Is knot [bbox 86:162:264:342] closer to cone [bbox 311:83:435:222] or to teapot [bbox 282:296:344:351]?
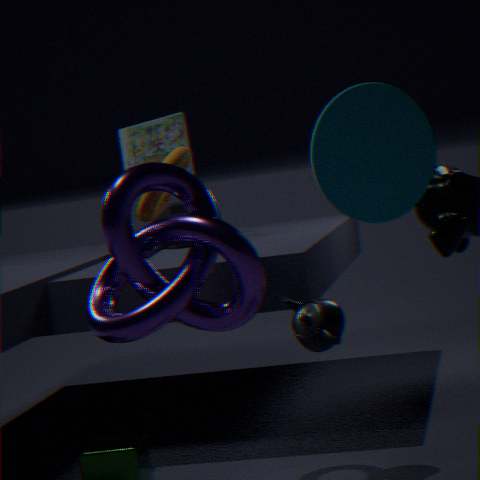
teapot [bbox 282:296:344:351]
